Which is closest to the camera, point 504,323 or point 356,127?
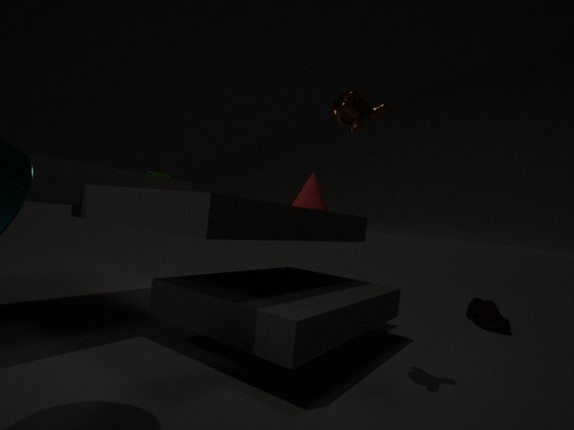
point 356,127
